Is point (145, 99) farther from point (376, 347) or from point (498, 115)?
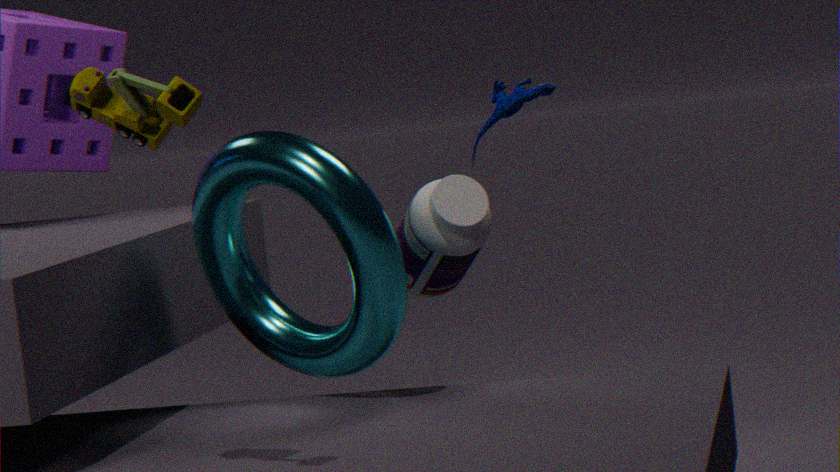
point (498, 115)
